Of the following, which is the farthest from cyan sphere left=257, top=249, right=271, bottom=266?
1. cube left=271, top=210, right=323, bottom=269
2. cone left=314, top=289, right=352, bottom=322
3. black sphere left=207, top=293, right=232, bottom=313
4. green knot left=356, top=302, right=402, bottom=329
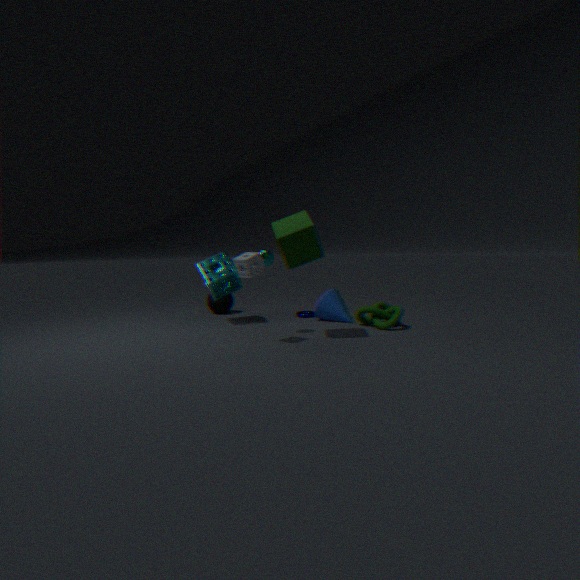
black sphere left=207, top=293, right=232, bottom=313
